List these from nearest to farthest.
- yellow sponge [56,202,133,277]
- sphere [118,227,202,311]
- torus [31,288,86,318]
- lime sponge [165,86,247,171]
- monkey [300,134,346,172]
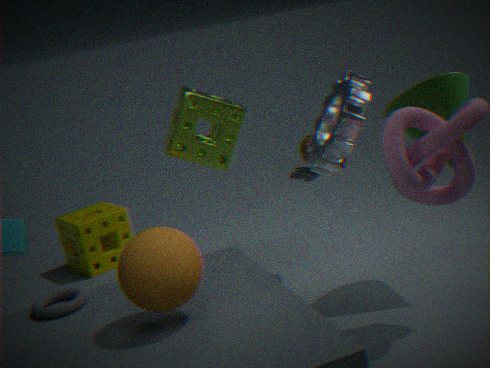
sphere [118,227,202,311]
torus [31,288,86,318]
lime sponge [165,86,247,171]
yellow sponge [56,202,133,277]
monkey [300,134,346,172]
